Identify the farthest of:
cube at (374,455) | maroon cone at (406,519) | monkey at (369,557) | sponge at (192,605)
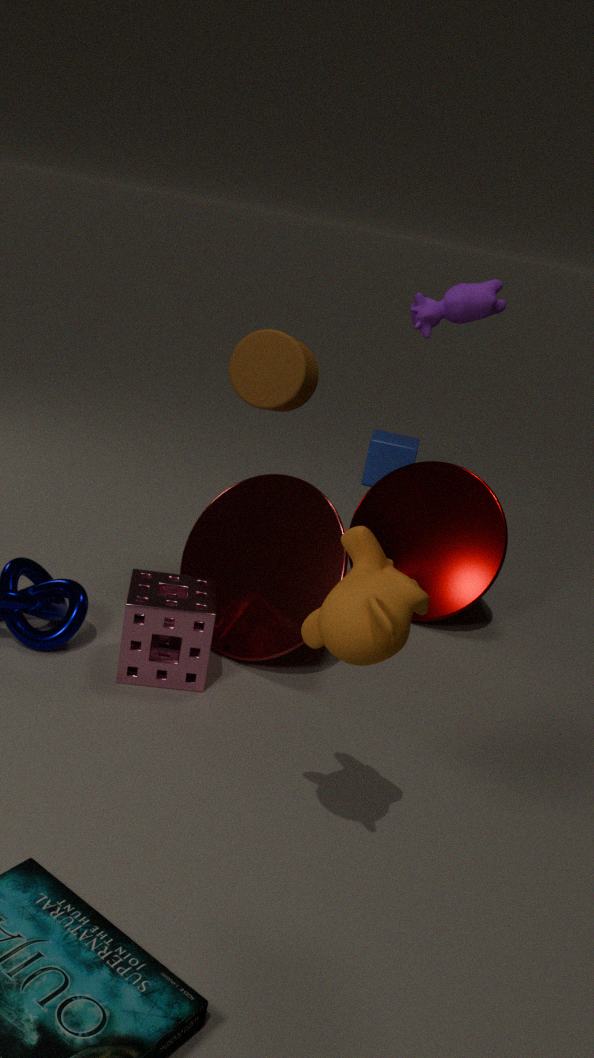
cube at (374,455)
